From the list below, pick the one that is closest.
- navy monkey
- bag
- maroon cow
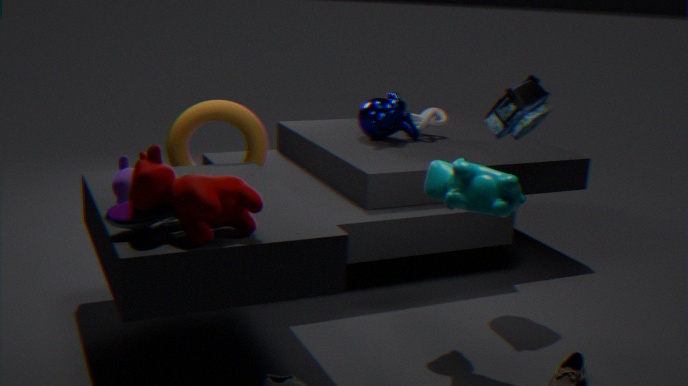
maroon cow
